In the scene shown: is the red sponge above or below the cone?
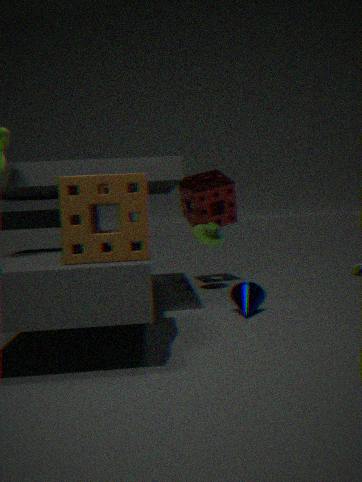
above
